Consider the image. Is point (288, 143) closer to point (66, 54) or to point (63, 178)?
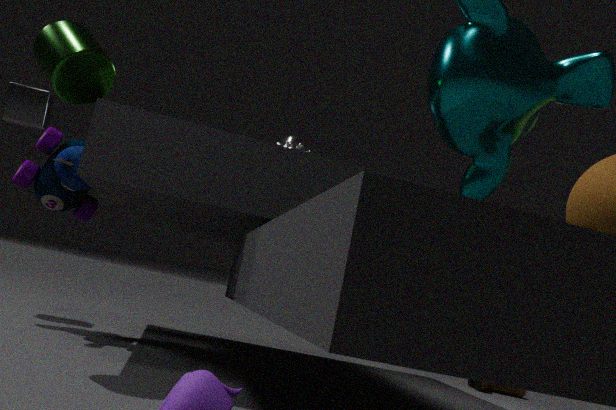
point (66, 54)
